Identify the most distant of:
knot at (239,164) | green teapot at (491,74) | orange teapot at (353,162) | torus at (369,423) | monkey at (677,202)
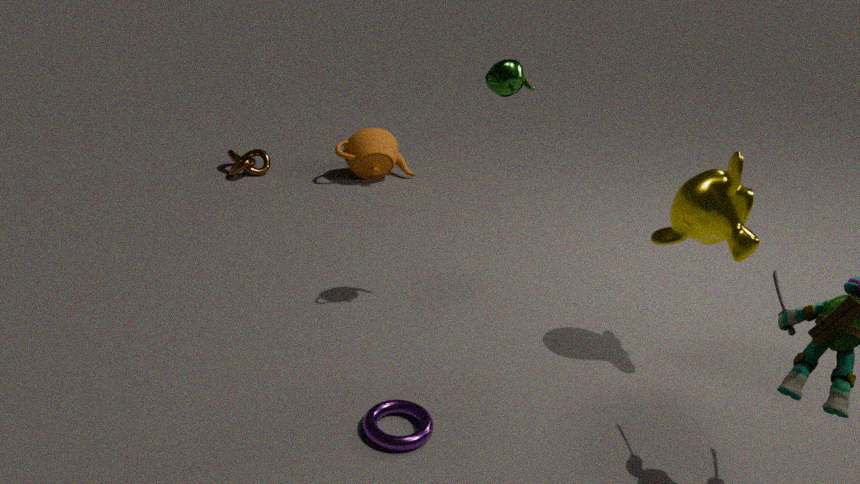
orange teapot at (353,162)
